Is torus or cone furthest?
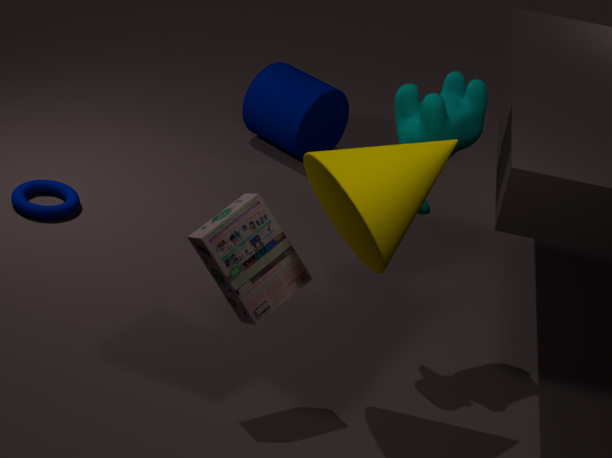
torus
